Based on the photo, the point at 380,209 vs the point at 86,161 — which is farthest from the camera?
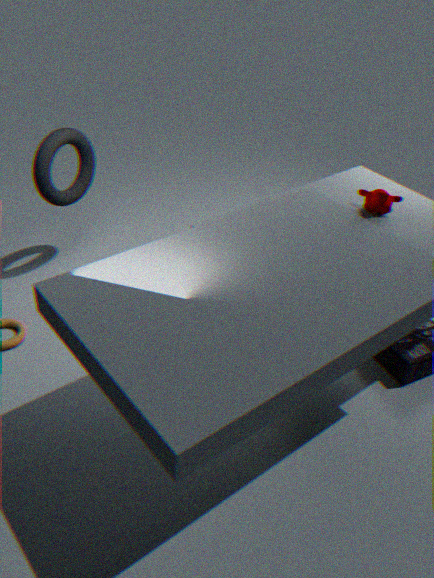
the point at 86,161
